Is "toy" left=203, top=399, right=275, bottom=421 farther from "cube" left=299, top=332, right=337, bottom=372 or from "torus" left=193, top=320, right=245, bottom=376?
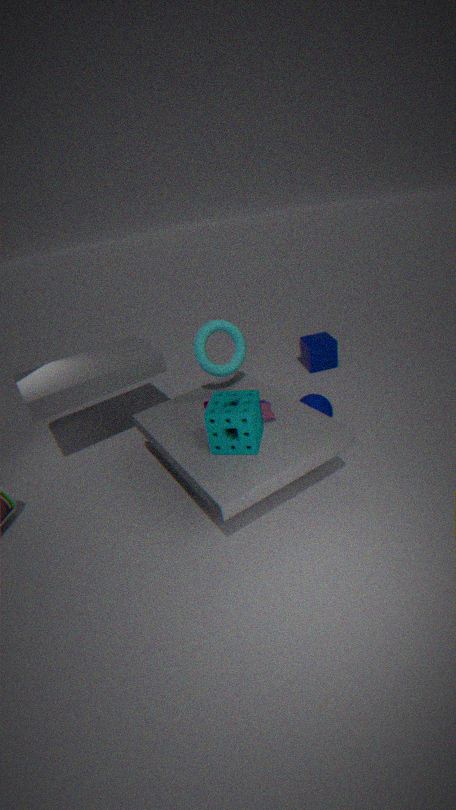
"cube" left=299, top=332, right=337, bottom=372
